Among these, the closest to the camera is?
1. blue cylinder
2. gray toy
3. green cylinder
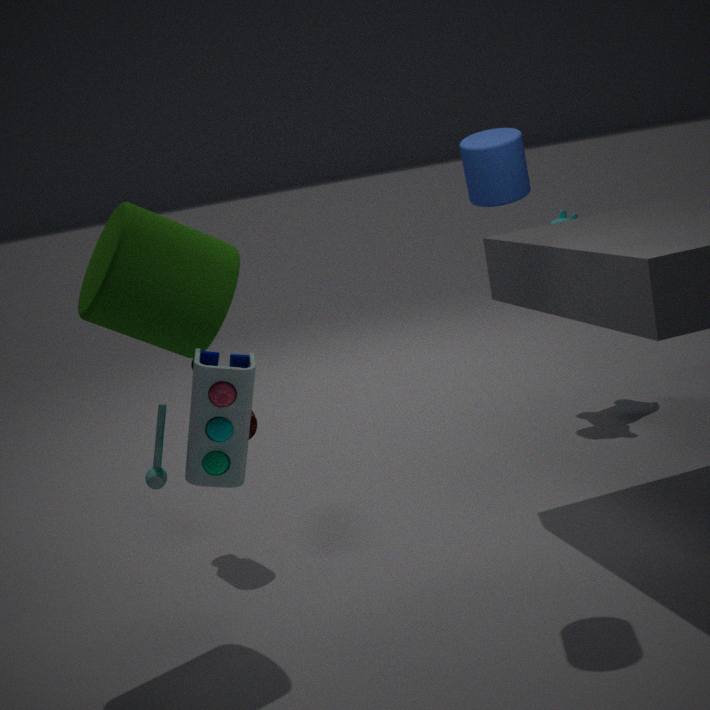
gray toy
